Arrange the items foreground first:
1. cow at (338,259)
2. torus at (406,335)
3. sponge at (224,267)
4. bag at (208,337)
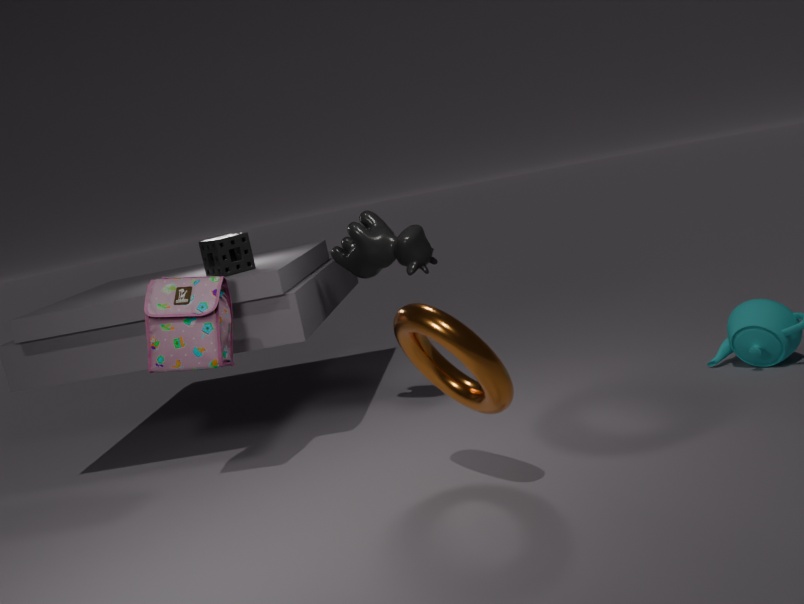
torus at (406,335), bag at (208,337), cow at (338,259), sponge at (224,267)
